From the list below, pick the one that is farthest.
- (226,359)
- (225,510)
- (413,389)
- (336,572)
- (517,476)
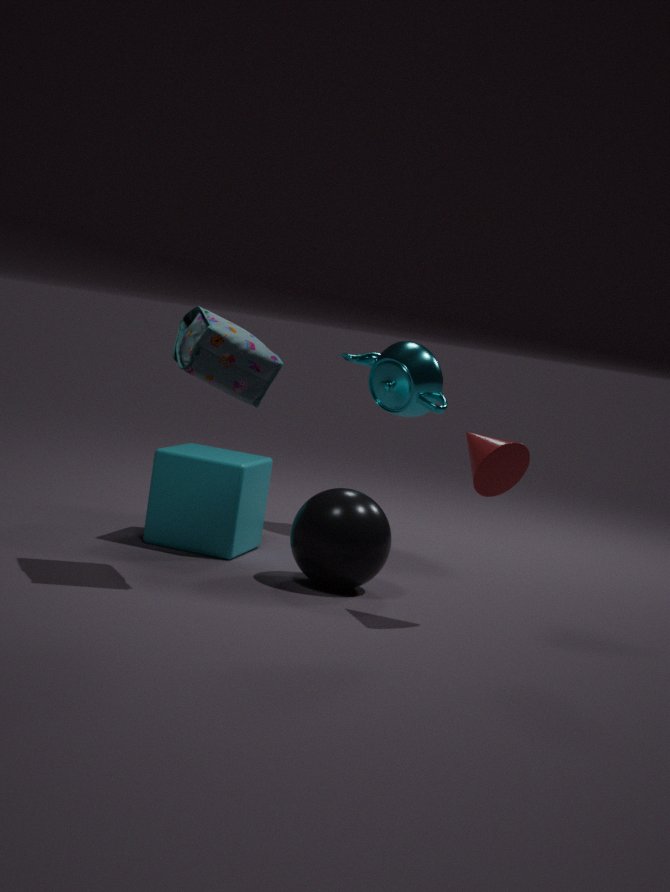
(413,389)
